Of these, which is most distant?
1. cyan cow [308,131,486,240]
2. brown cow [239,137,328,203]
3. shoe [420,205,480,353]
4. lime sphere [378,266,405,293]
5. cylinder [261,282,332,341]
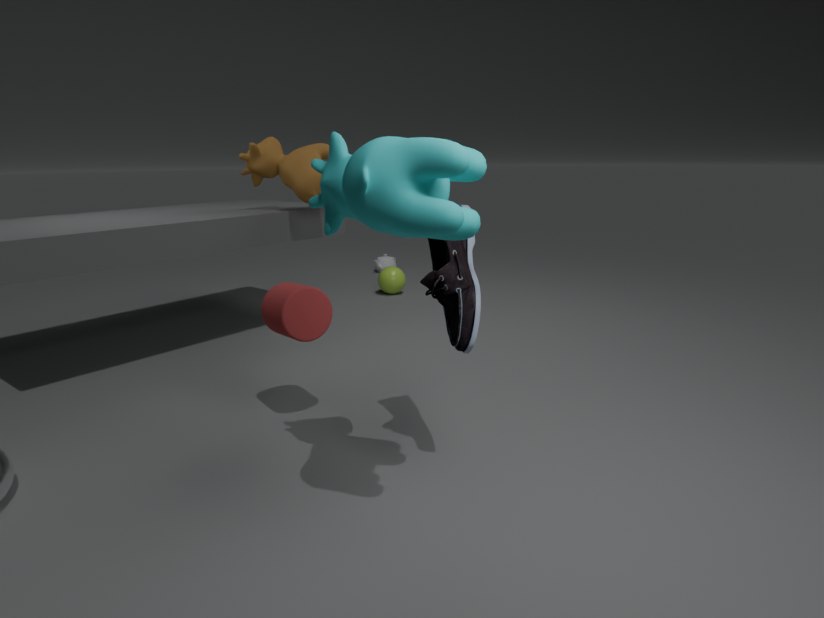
lime sphere [378,266,405,293]
